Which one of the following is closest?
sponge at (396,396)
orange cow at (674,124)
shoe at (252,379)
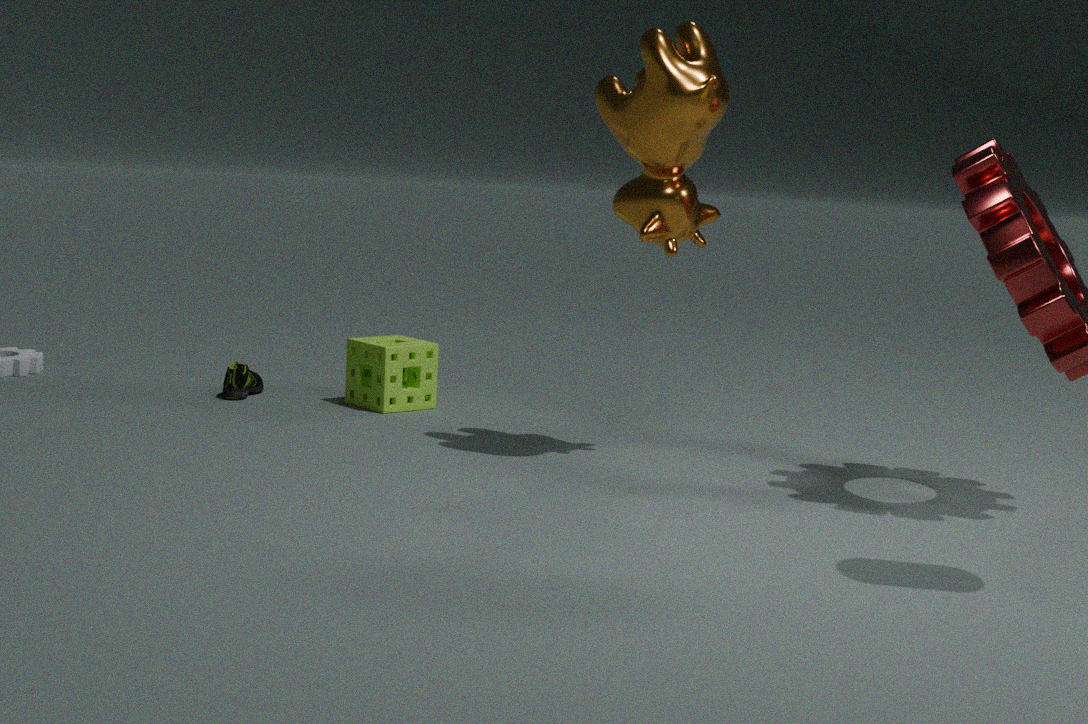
orange cow at (674,124)
